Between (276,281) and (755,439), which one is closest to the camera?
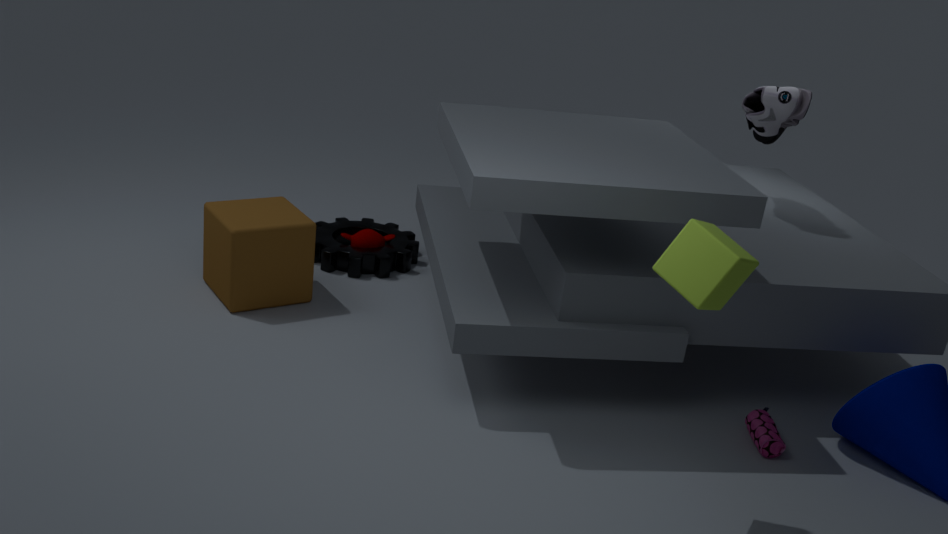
(755,439)
